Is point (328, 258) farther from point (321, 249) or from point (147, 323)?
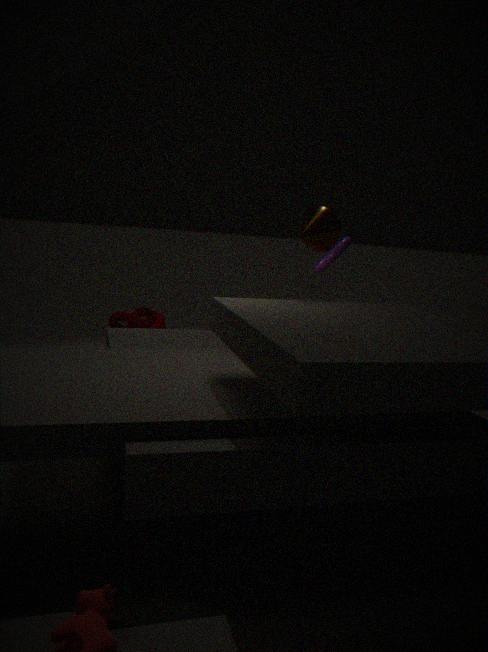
point (147, 323)
